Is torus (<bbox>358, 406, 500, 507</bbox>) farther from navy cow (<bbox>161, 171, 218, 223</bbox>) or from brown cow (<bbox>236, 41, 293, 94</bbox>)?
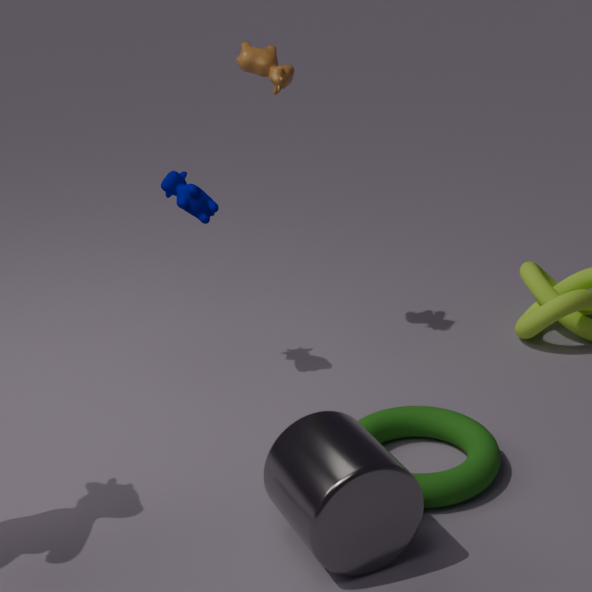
brown cow (<bbox>236, 41, 293, 94</bbox>)
